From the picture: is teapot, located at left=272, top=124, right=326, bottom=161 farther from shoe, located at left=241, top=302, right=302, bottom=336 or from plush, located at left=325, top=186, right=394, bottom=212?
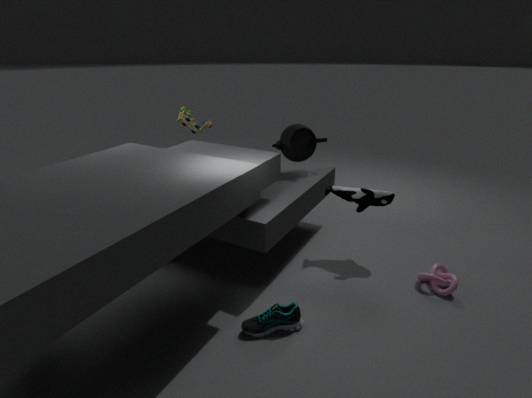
shoe, located at left=241, top=302, right=302, bottom=336
